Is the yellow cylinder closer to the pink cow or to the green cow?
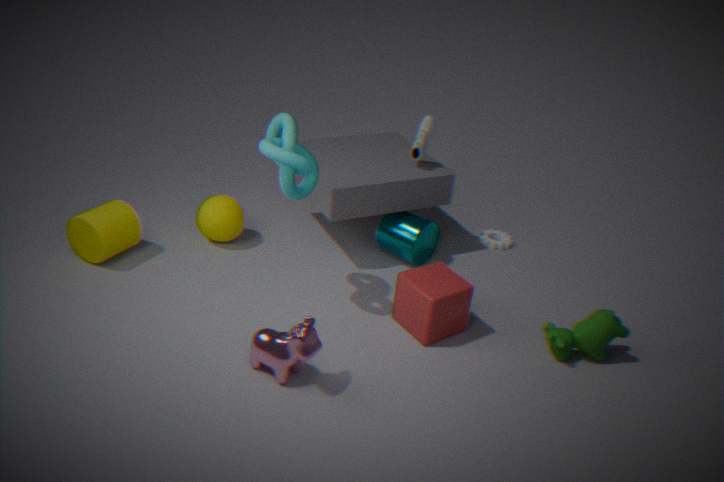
the pink cow
